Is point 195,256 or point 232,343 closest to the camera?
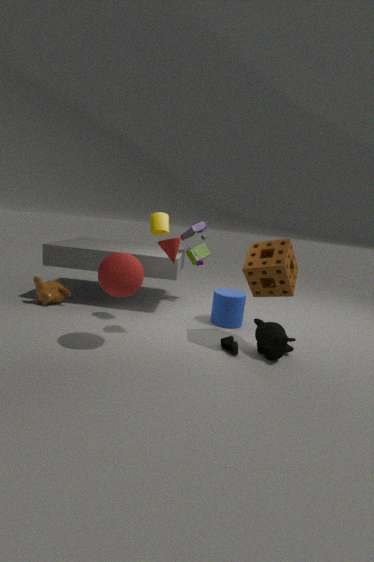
point 232,343
